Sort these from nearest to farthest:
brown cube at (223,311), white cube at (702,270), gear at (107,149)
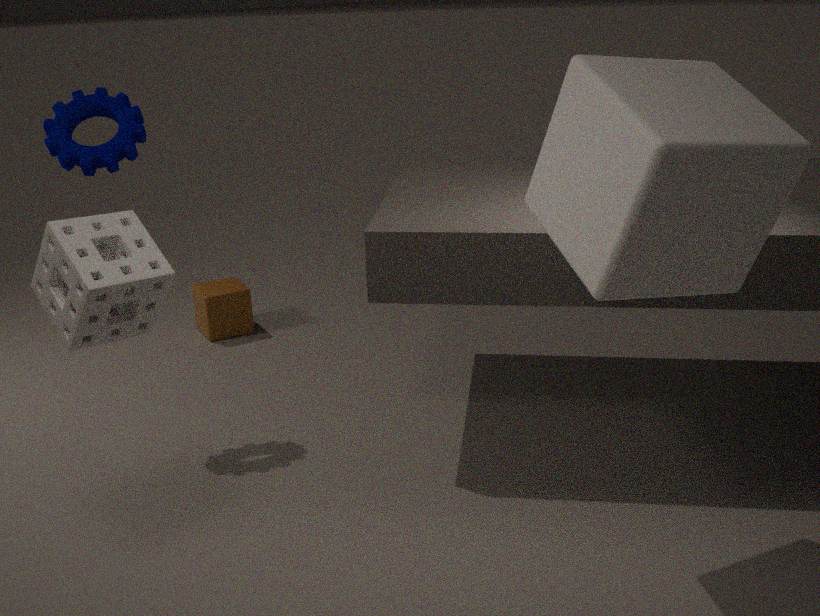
white cube at (702,270) < gear at (107,149) < brown cube at (223,311)
